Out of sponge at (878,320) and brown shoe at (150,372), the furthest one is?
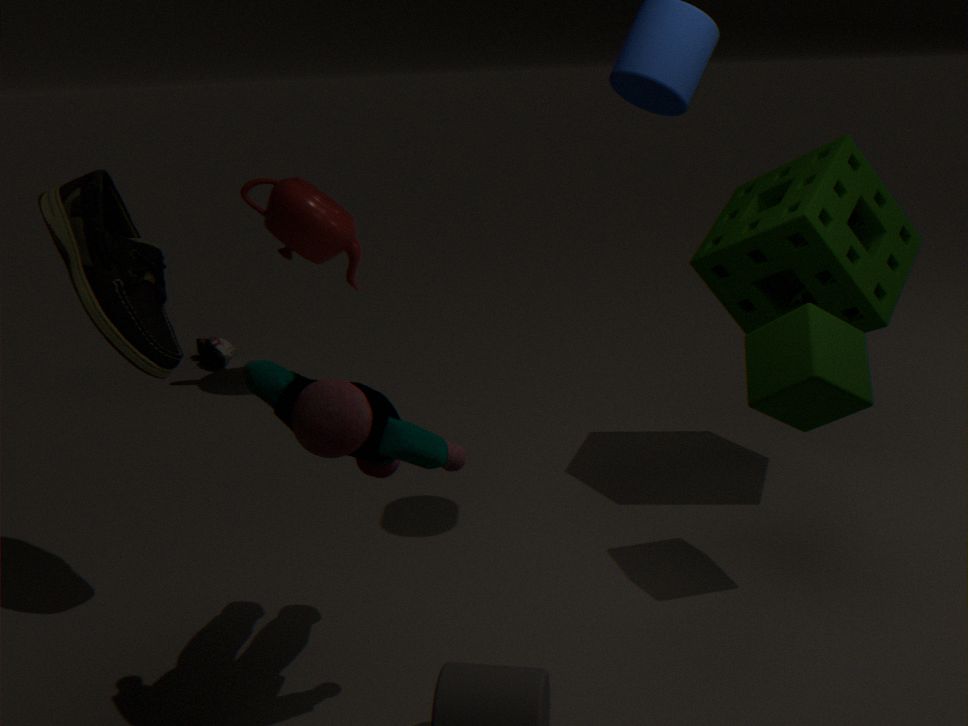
sponge at (878,320)
